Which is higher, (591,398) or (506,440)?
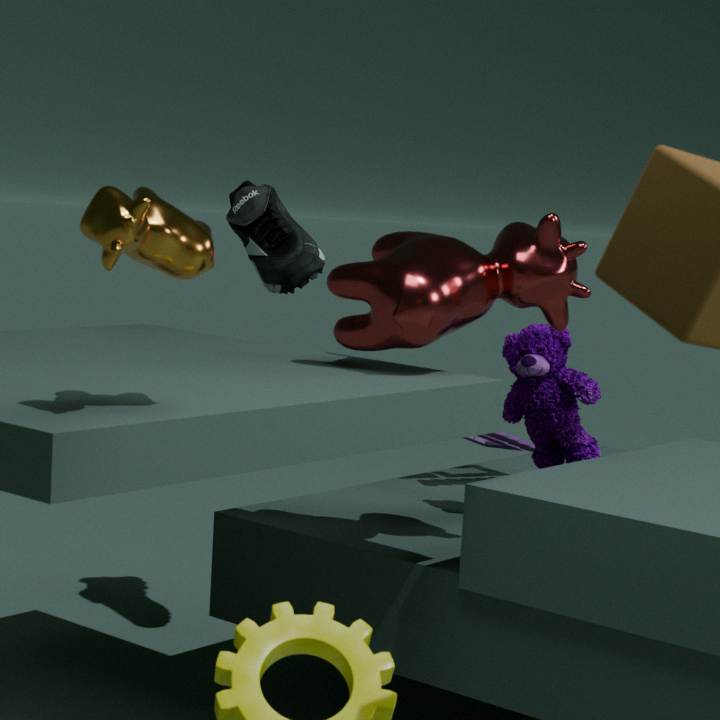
(591,398)
